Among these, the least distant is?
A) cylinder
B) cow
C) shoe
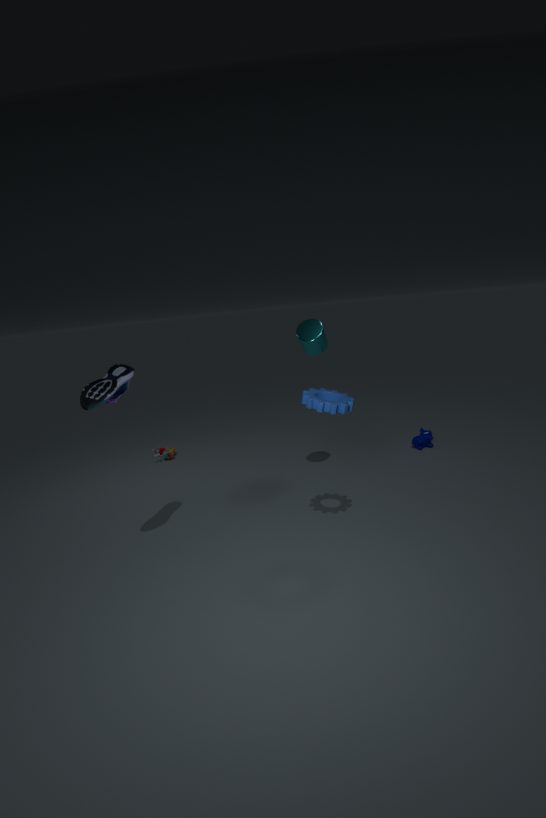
shoe
